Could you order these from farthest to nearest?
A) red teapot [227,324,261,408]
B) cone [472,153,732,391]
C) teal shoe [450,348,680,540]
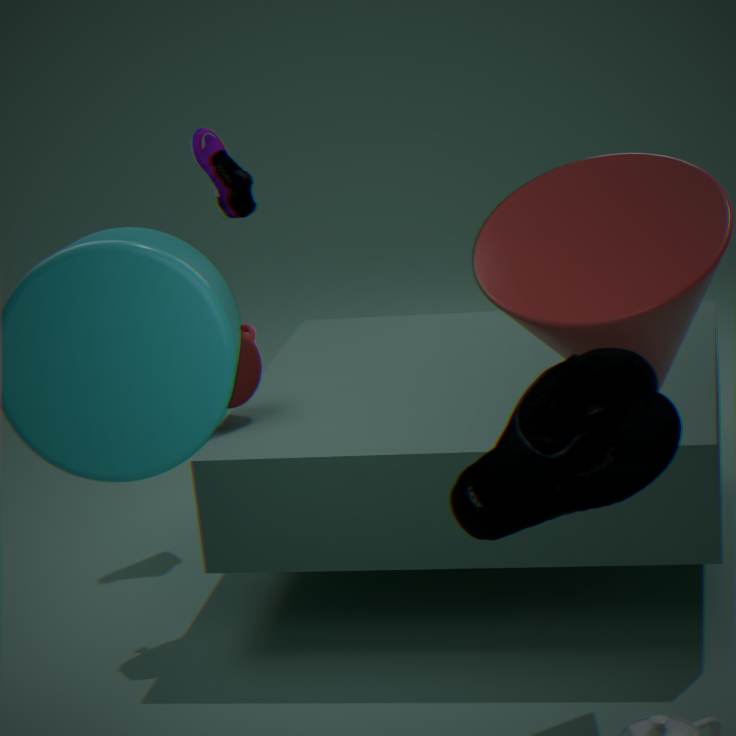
red teapot [227,324,261,408] < cone [472,153,732,391] < teal shoe [450,348,680,540]
